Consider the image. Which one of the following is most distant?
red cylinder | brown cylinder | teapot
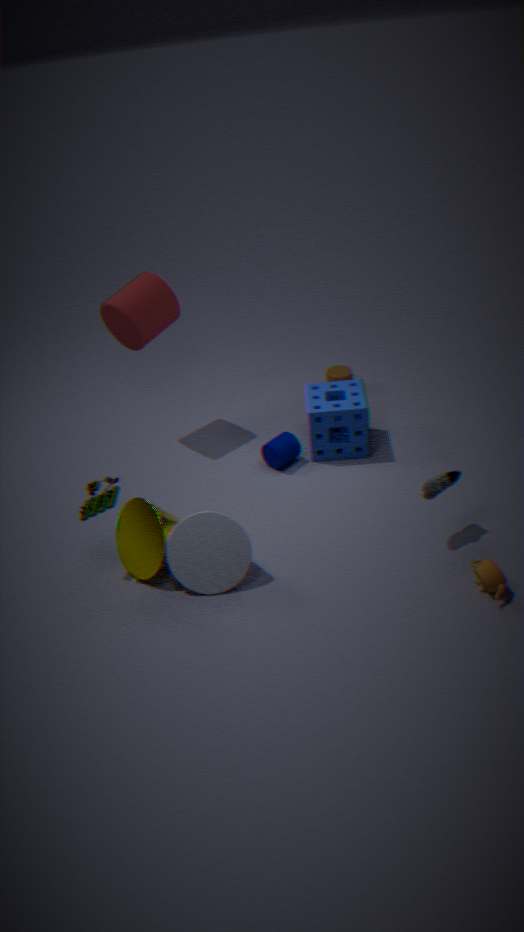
brown cylinder
